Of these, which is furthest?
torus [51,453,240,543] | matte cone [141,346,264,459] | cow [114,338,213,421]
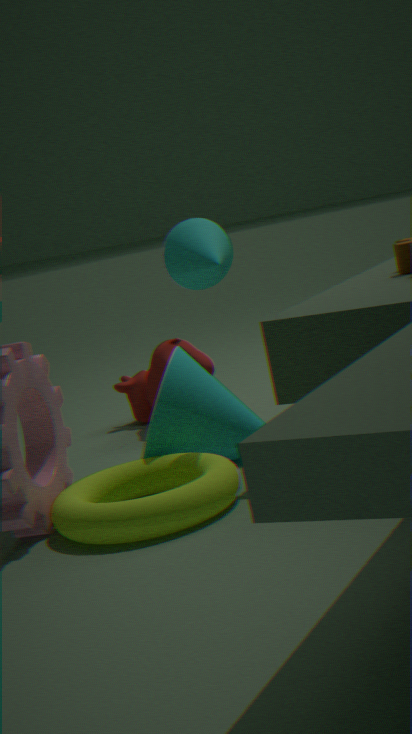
cow [114,338,213,421]
